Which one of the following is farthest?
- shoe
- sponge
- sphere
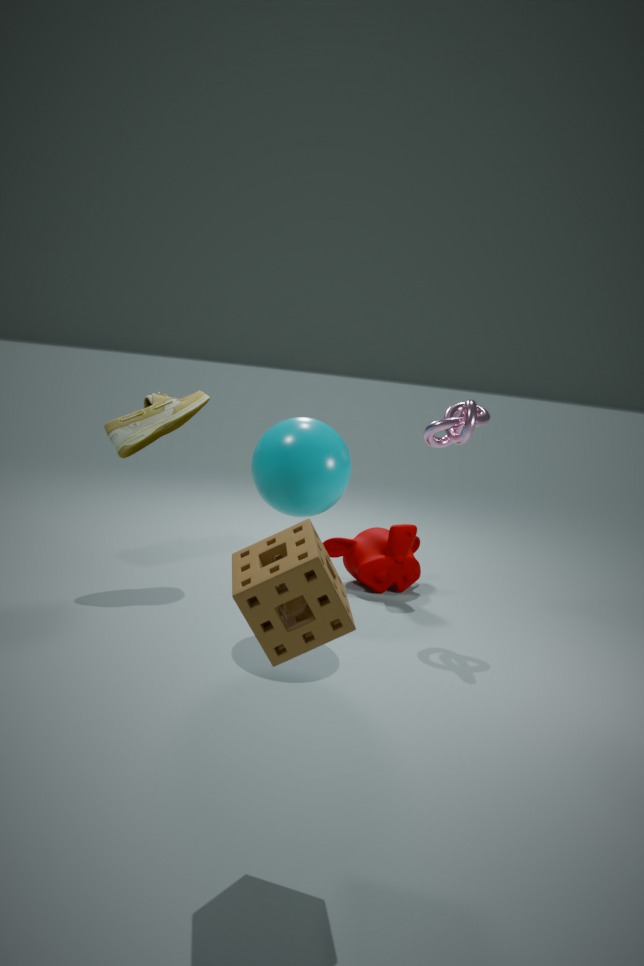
shoe
